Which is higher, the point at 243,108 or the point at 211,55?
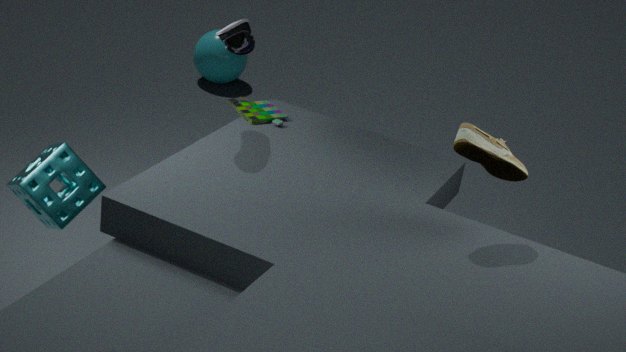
the point at 243,108
